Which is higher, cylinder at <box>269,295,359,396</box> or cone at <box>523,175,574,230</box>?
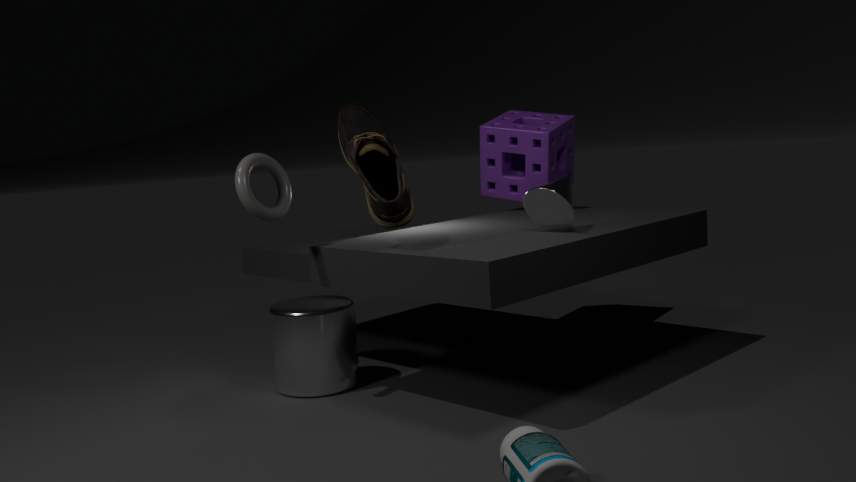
cone at <box>523,175,574,230</box>
